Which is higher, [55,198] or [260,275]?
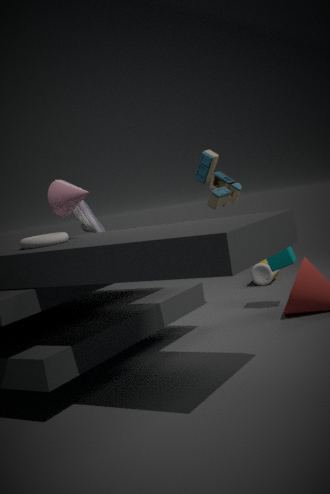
[55,198]
